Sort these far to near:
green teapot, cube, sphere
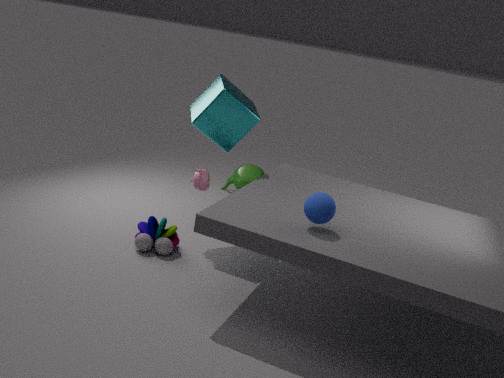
1. green teapot
2. cube
3. sphere
